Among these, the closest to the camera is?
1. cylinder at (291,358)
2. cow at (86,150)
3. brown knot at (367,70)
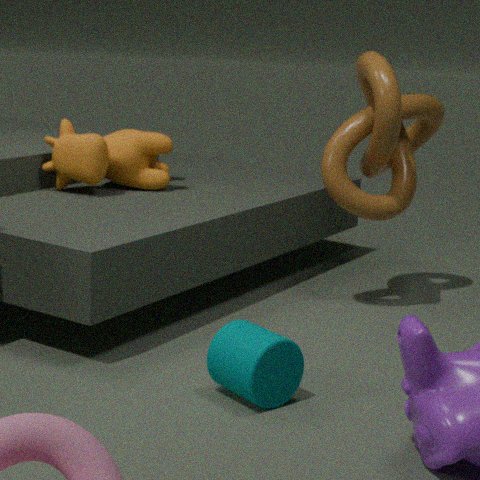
cylinder at (291,358)
